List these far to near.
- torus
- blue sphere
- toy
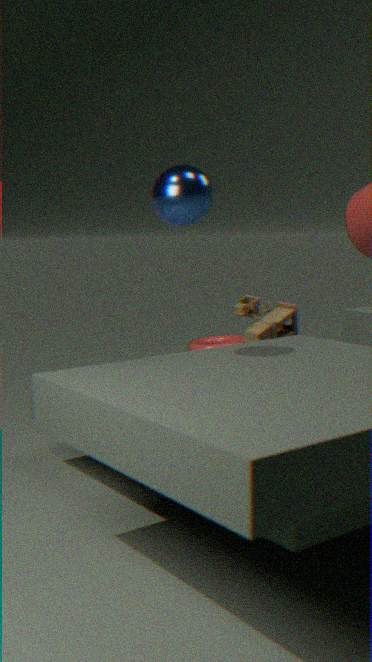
torus → toy → blue sphere
